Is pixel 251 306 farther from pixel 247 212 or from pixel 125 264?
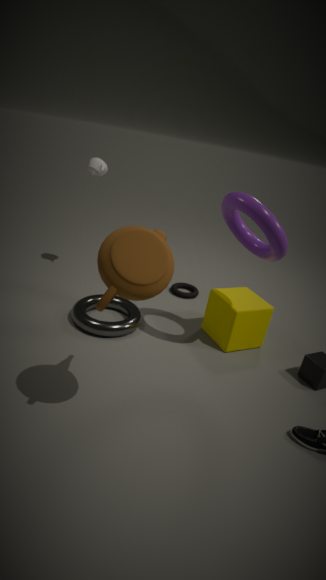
pixel 125 264
